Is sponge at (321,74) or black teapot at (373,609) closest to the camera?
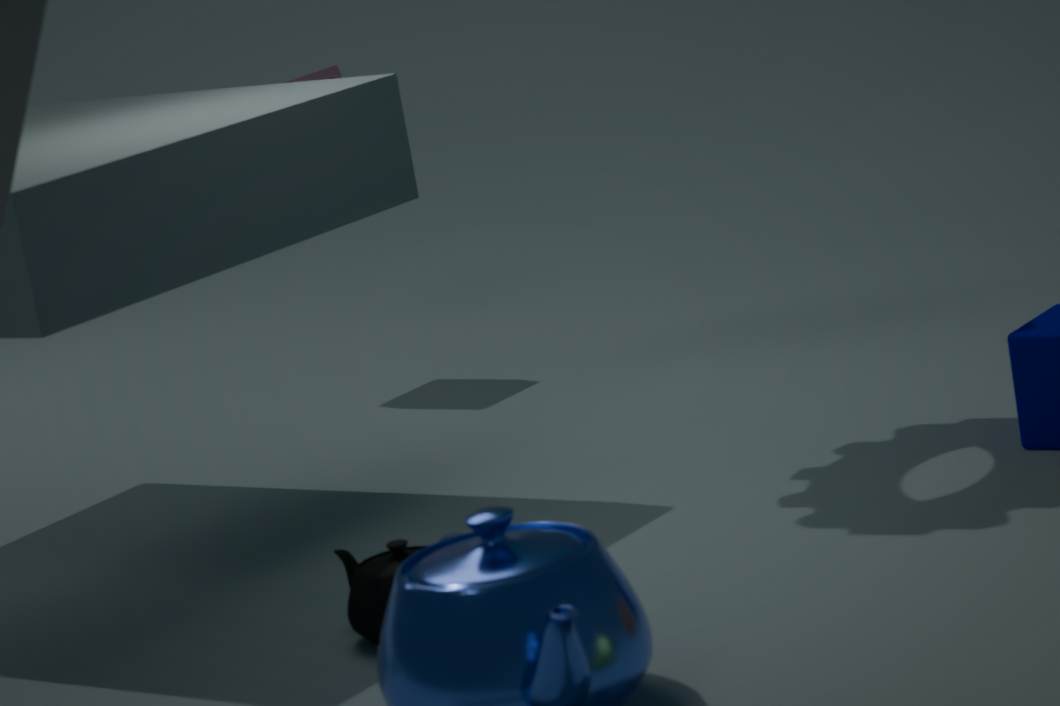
black teapot at (373,609)
